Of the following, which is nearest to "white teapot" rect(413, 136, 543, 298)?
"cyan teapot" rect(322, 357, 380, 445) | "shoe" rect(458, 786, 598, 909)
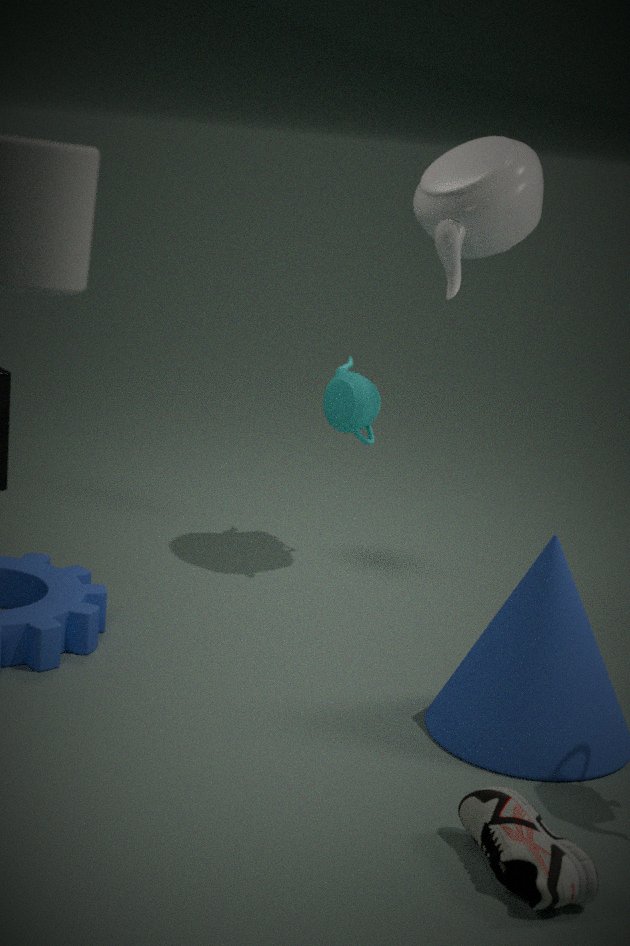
"cyan teapot" rect(322, 357, 380, 445)
